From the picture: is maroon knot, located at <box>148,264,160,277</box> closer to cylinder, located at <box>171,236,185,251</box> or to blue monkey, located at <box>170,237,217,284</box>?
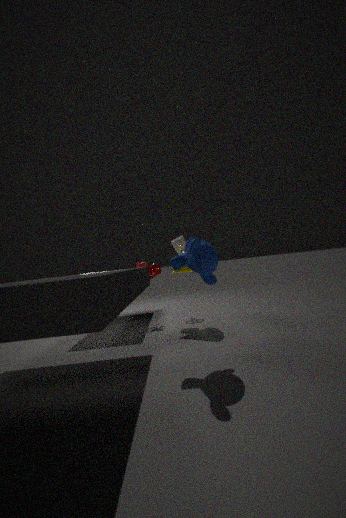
cylinder, located at <box>171,236,185,251</box>
